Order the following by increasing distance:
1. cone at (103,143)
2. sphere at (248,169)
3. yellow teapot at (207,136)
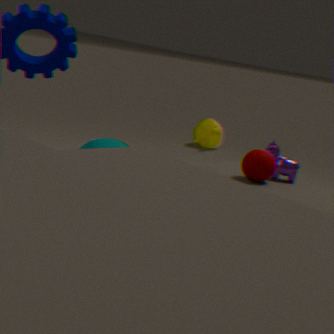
1. sphere at (248,169)
2. cone at (103,143)
3. yellow teapot at (207,136)
